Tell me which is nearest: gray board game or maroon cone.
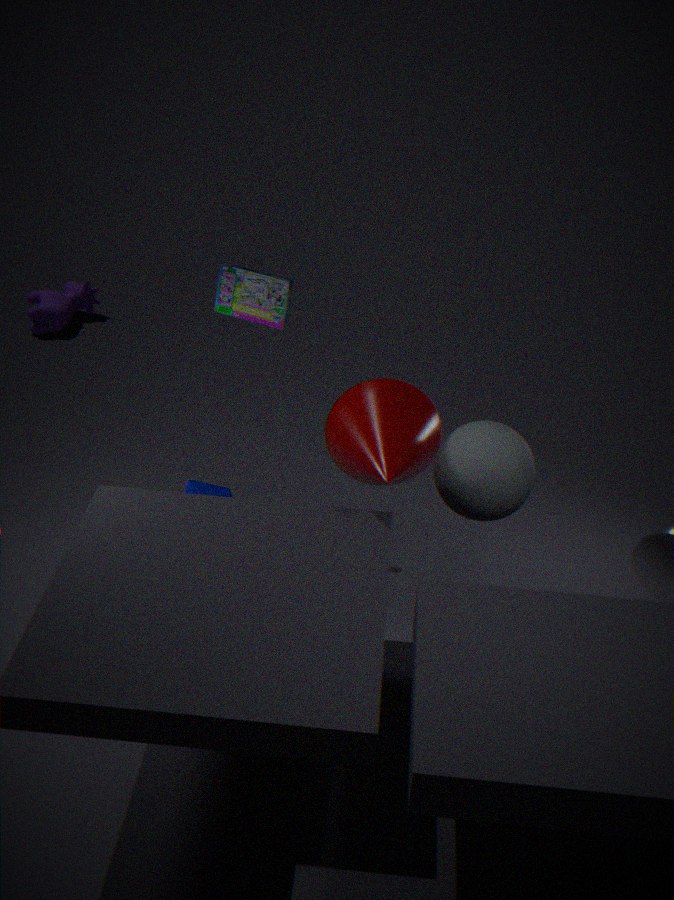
maroon cone
